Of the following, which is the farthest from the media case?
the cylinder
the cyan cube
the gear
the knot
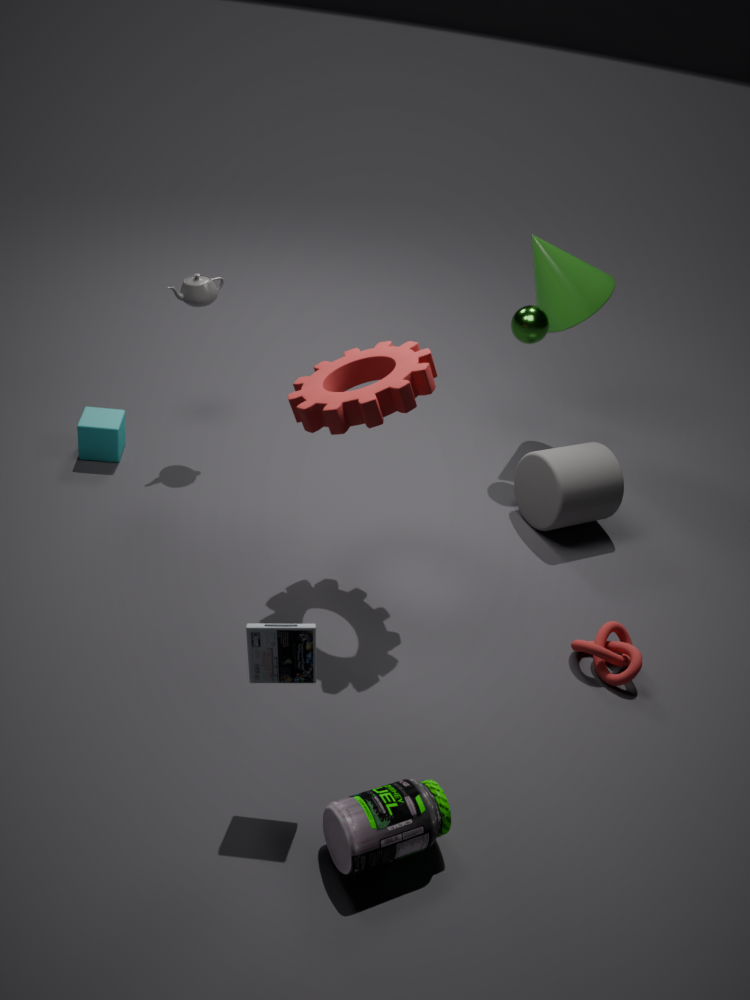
the cyan cube
